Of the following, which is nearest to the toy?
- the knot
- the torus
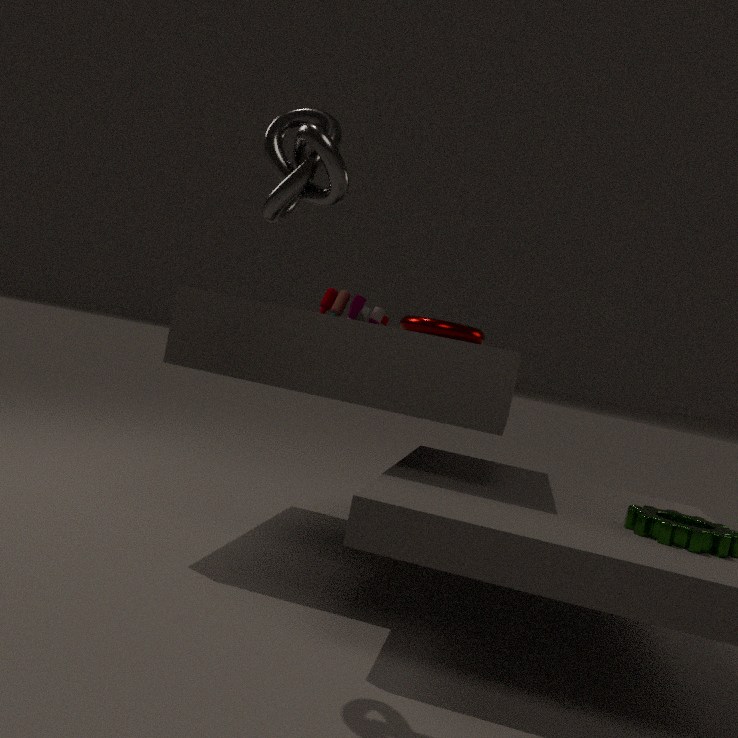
the torus
